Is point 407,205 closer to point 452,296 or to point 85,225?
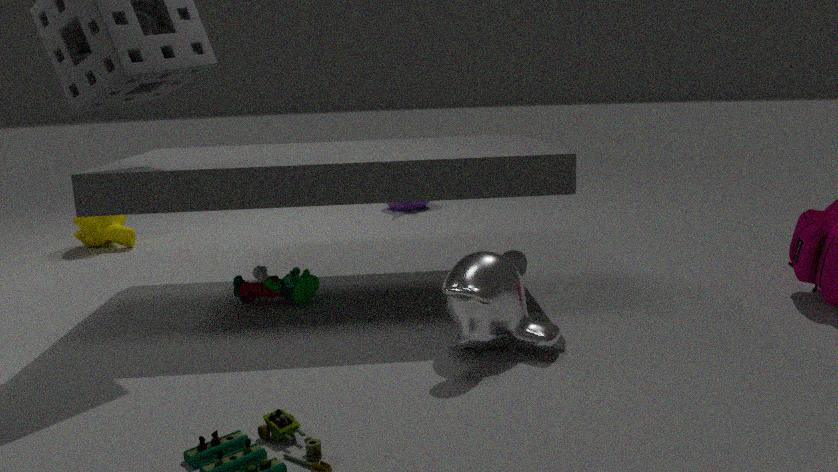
A: point 85,225
